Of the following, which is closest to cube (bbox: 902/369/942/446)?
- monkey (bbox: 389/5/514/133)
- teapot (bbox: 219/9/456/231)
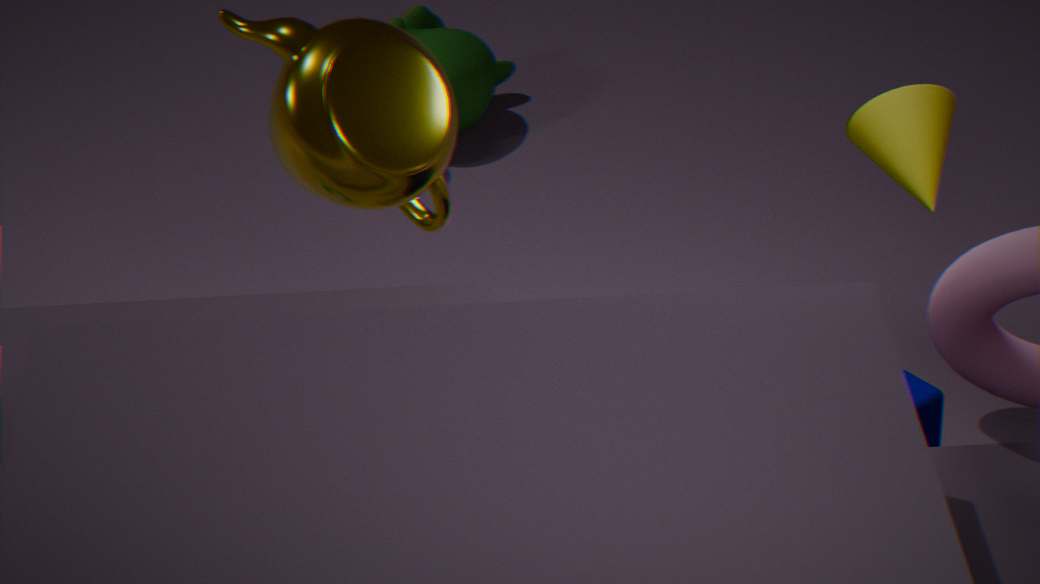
teapot (bbox: 219/9/456/231)
